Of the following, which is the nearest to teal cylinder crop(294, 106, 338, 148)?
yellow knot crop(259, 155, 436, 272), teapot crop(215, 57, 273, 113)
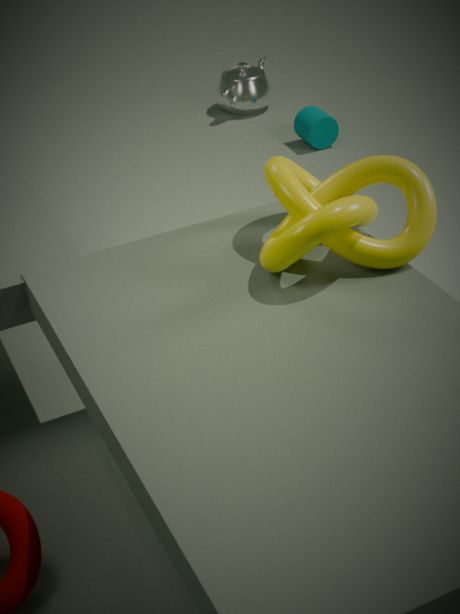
teapot crop(215, 57, 273, 113)
